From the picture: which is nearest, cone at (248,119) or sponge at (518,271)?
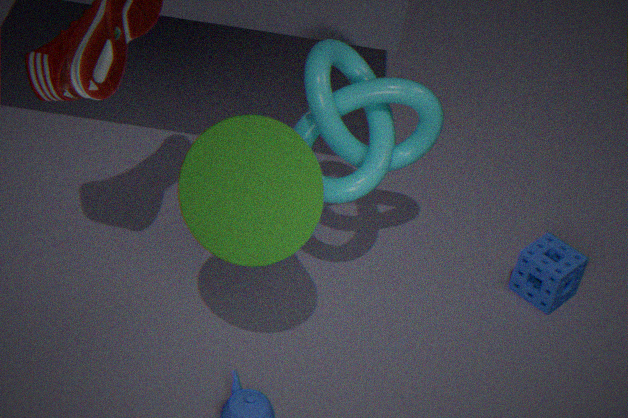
cone at (248,119)
